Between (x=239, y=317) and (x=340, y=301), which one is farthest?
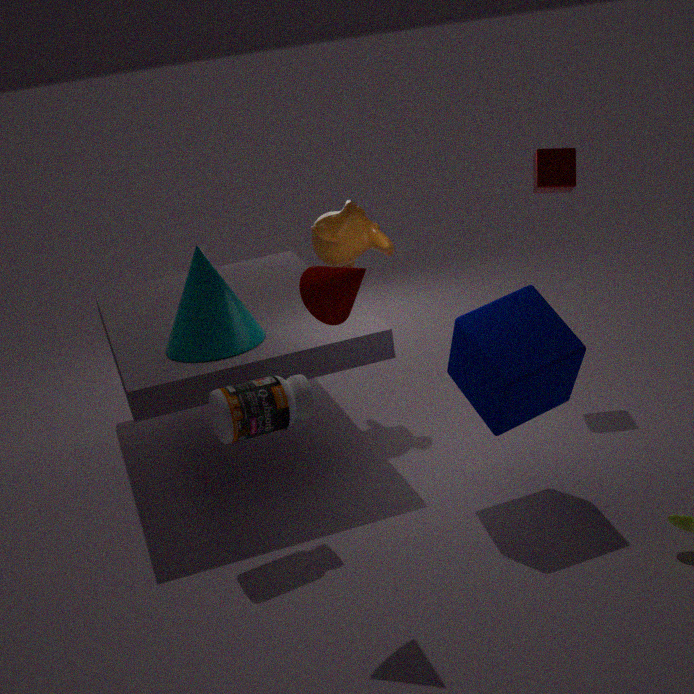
(x=239, y=317)
